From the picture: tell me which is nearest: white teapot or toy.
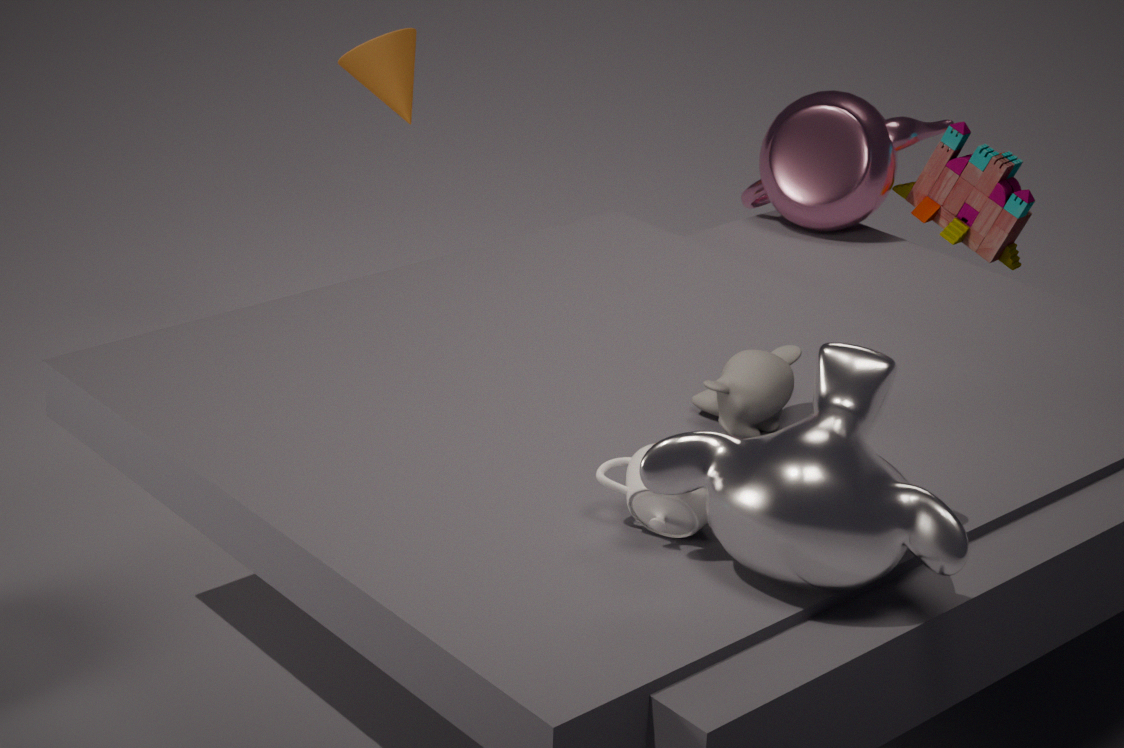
white teapot
